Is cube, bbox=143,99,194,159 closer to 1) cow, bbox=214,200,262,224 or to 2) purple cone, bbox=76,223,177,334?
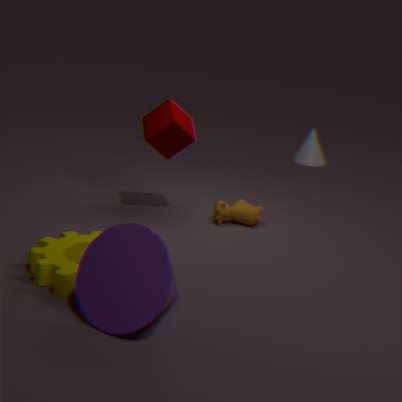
1) cow, bbox=214,200,262,224
